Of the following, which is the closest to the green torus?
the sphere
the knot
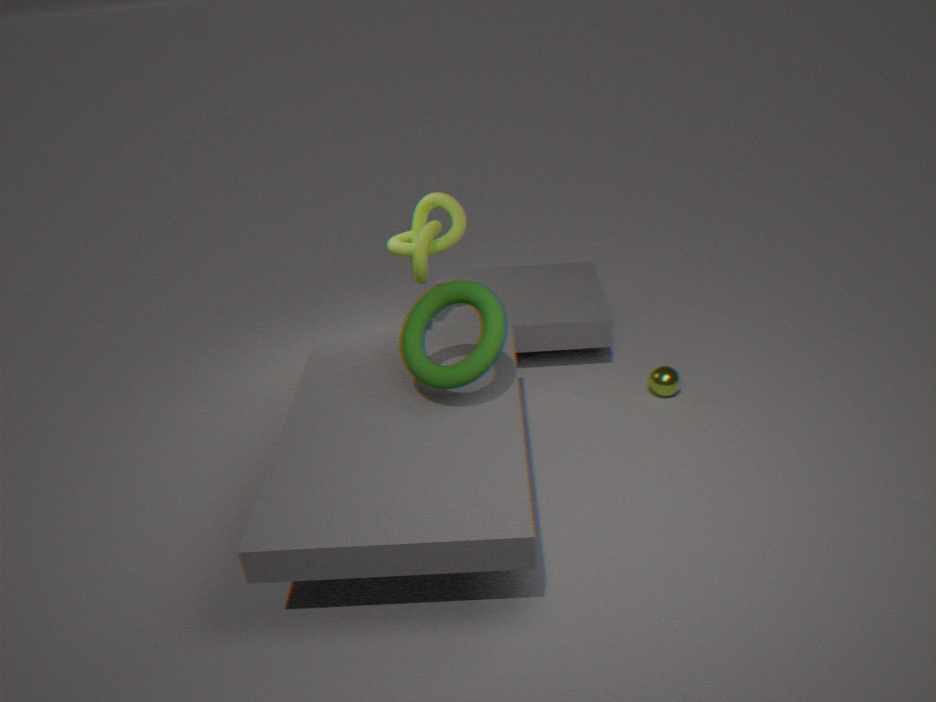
the knot
